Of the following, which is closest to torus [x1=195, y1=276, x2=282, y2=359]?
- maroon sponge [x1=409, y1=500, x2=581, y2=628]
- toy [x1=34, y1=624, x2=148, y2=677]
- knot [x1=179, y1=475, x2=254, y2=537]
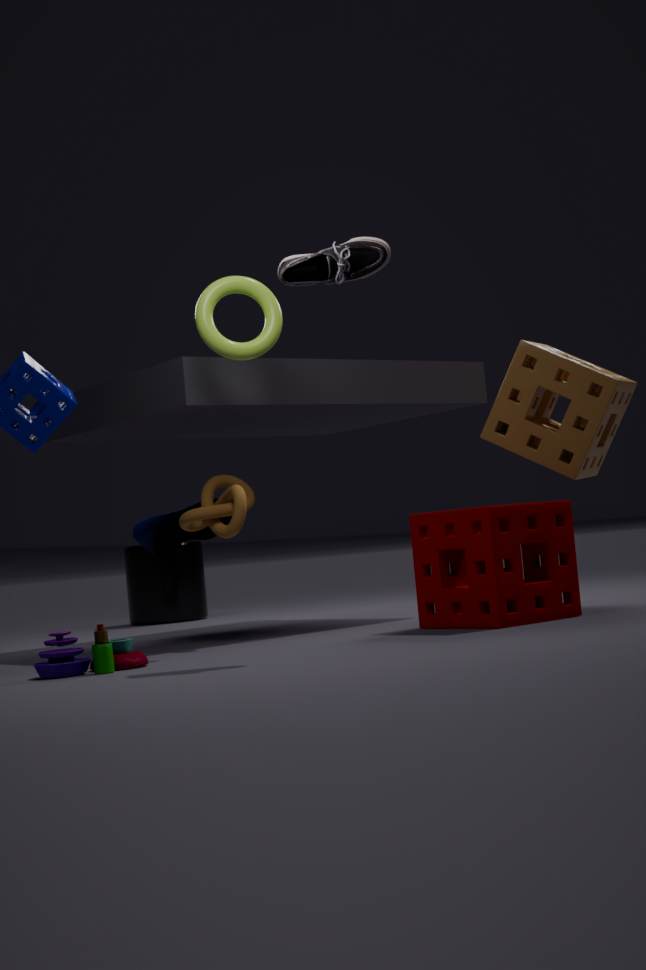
knot [x1=179, y1=475, x2=254, y2=537]
